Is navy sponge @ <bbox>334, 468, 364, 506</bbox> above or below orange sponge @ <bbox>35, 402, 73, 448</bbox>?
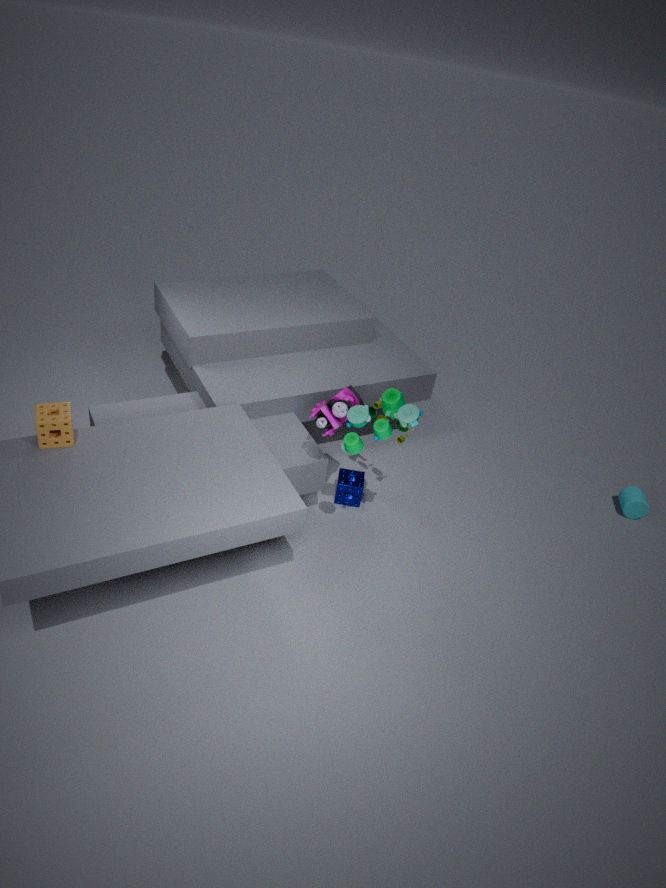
below
